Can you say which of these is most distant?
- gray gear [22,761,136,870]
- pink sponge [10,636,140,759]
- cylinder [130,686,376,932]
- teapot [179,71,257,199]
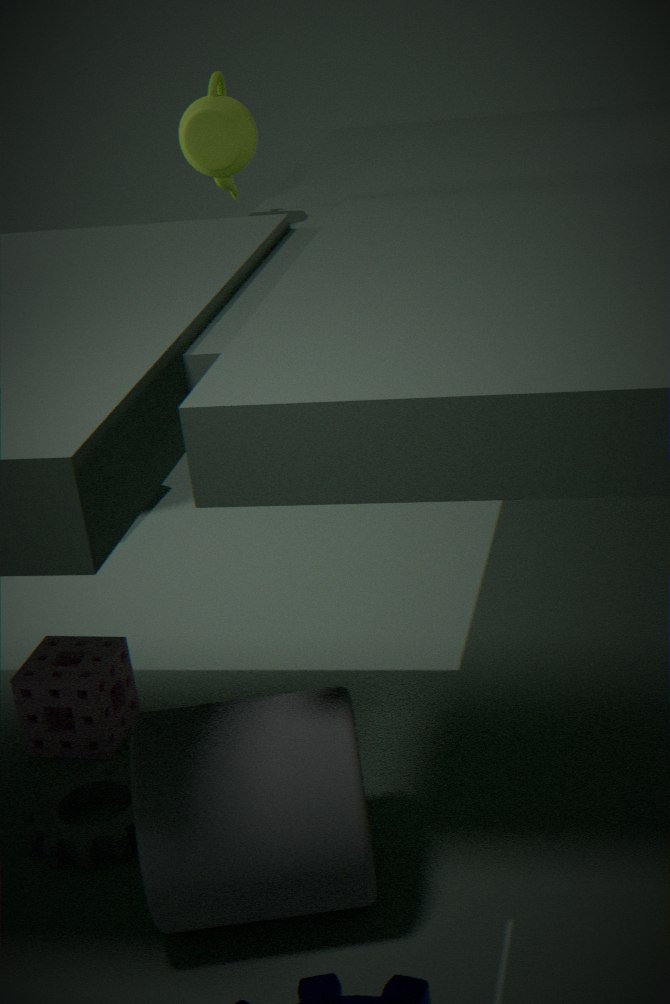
teapot [179,71,257,199]
